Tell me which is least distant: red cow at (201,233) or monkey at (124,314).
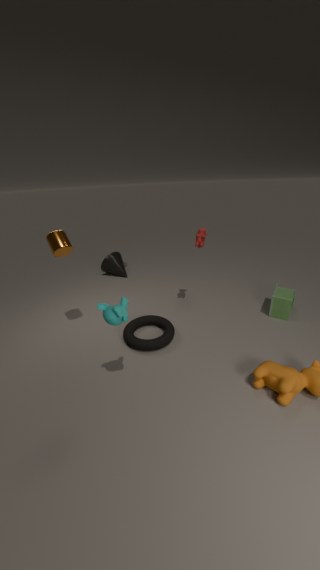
monkey at (124,314)
